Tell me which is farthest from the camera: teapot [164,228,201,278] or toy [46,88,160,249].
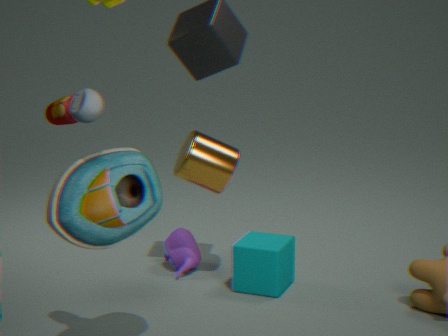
teapot [164,228,201,278]
